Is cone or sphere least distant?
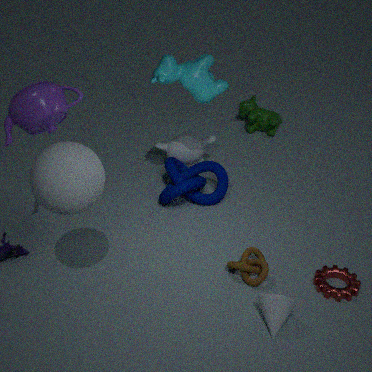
sphere
